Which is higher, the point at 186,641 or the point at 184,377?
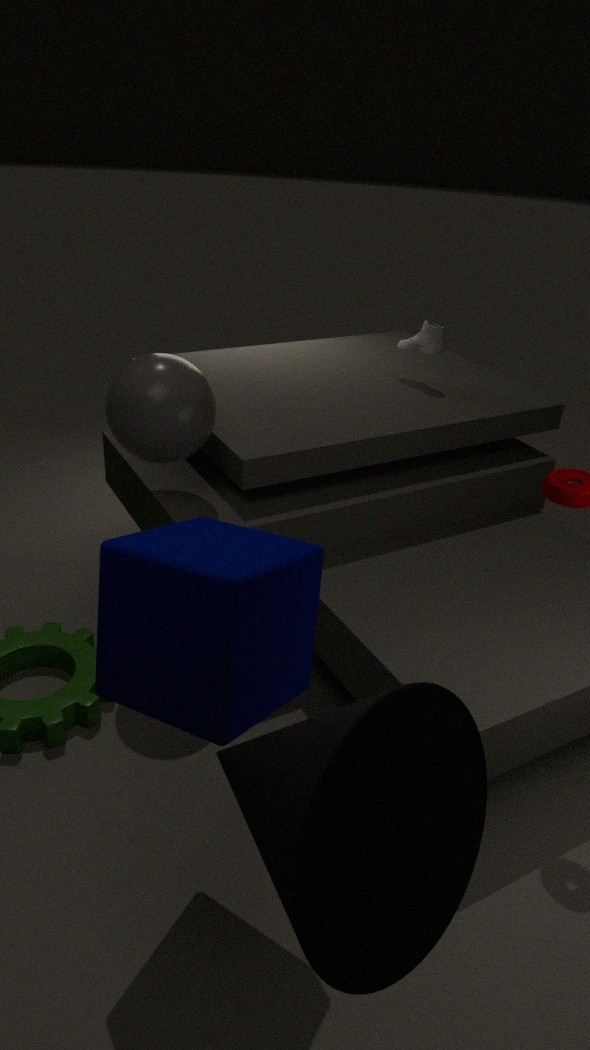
the point at 184,377
